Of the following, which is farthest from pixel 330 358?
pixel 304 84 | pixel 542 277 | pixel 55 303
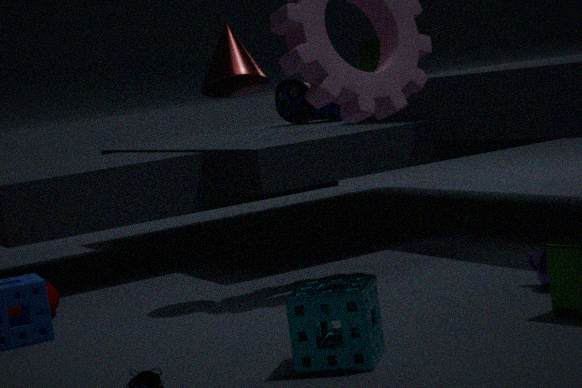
pixel 304 84
